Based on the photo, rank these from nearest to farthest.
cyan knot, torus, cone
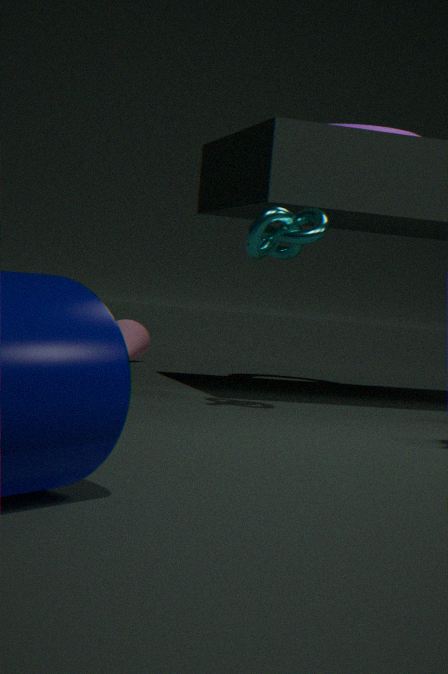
cyan knot → torus → cone
